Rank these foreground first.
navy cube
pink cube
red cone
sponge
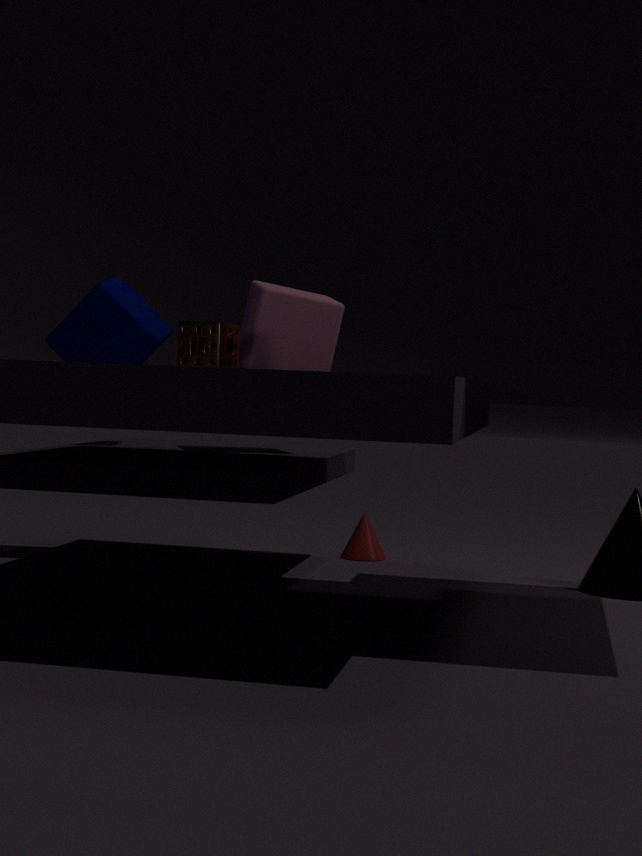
sponge < pink cube < navy cube < red cone
